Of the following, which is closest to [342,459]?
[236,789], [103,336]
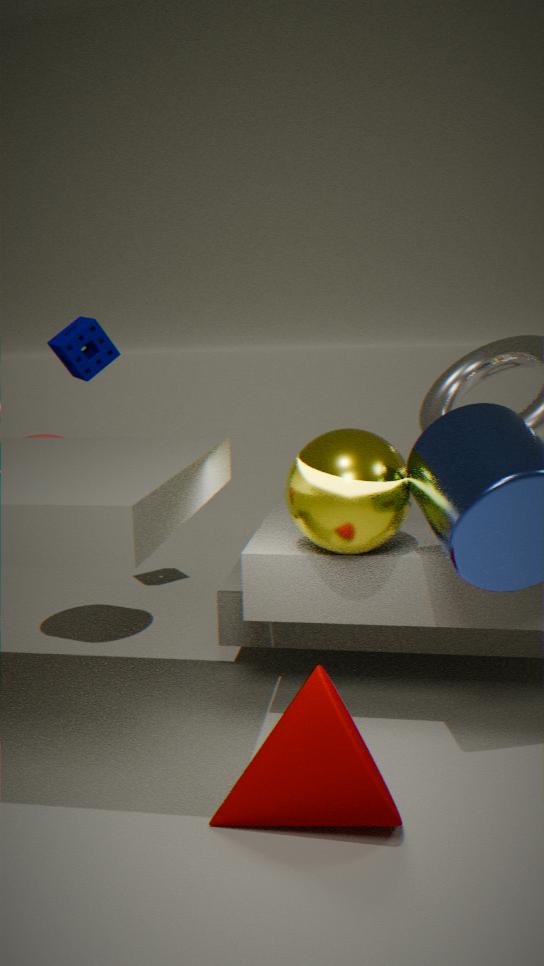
[236,789]
